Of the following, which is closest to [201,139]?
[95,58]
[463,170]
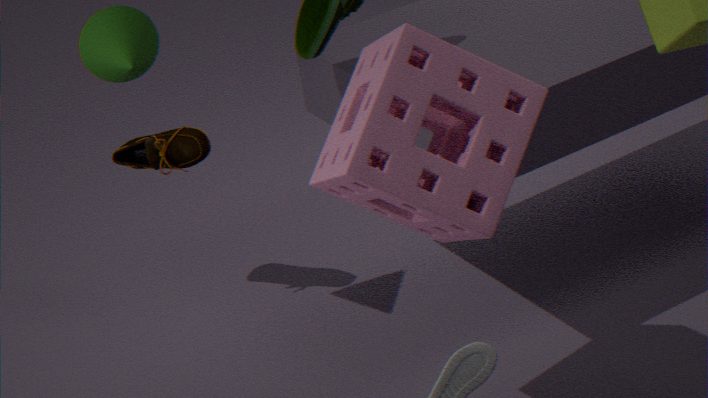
[95,58]
